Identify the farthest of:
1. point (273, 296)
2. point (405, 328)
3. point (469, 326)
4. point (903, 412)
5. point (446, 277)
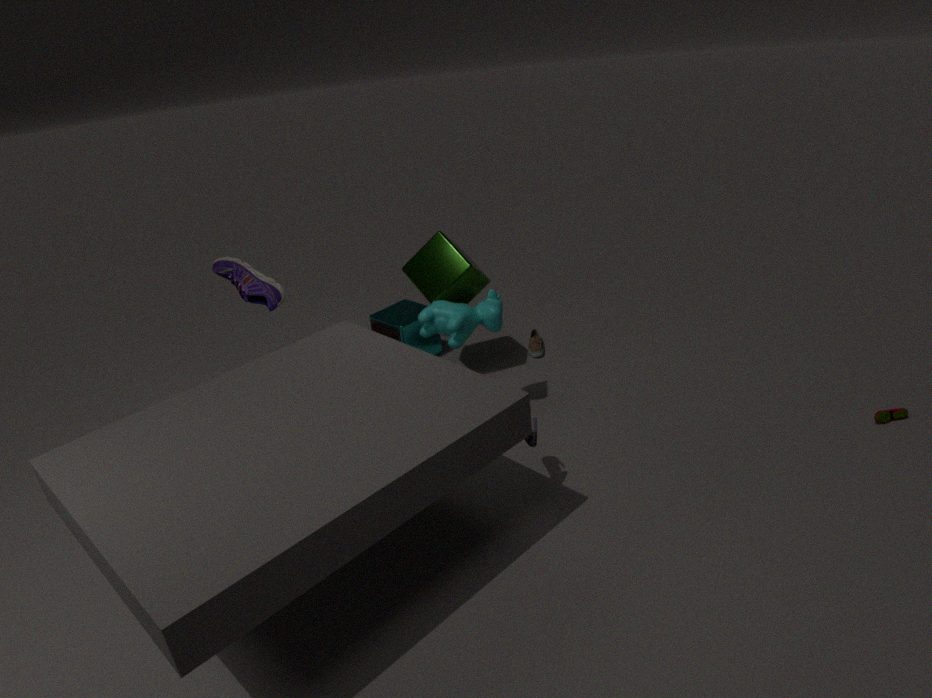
point (405, 328)
